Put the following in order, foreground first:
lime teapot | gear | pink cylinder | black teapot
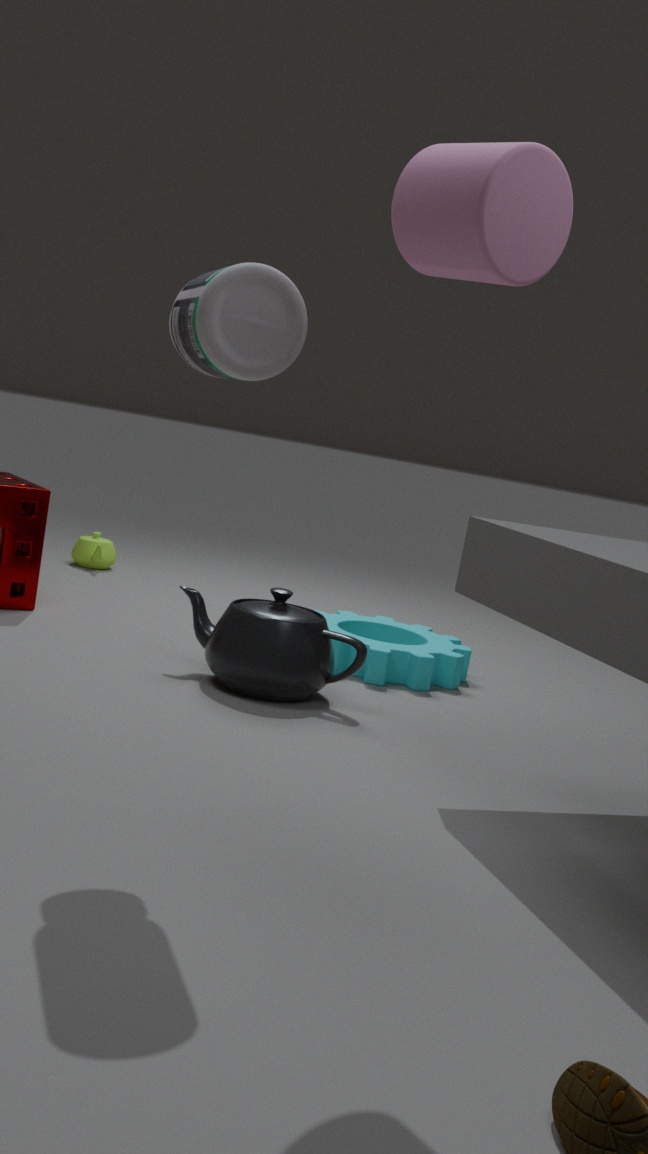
pink cylinder
black teapot
gear
lime teapot
